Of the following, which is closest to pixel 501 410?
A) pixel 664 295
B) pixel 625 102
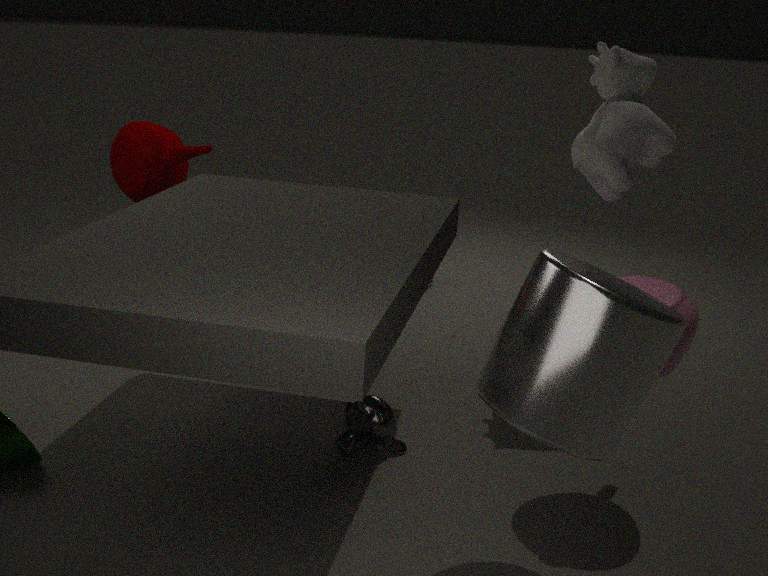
pixel 664 295
